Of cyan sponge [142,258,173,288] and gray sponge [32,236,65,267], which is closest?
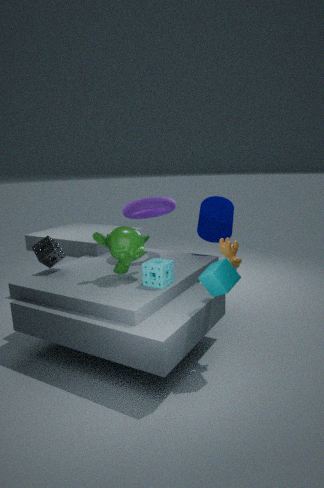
cyan sponge [142,258,173,288]
